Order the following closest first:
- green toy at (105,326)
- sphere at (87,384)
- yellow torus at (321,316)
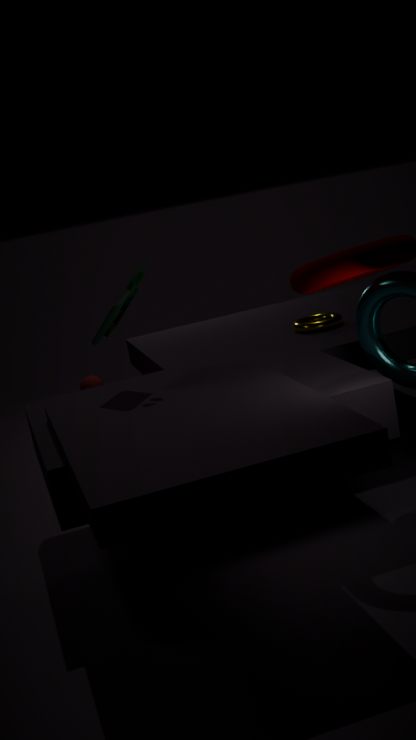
green toy at (105,326) → yellow torus at (321,316) → sphere at (87,384)
